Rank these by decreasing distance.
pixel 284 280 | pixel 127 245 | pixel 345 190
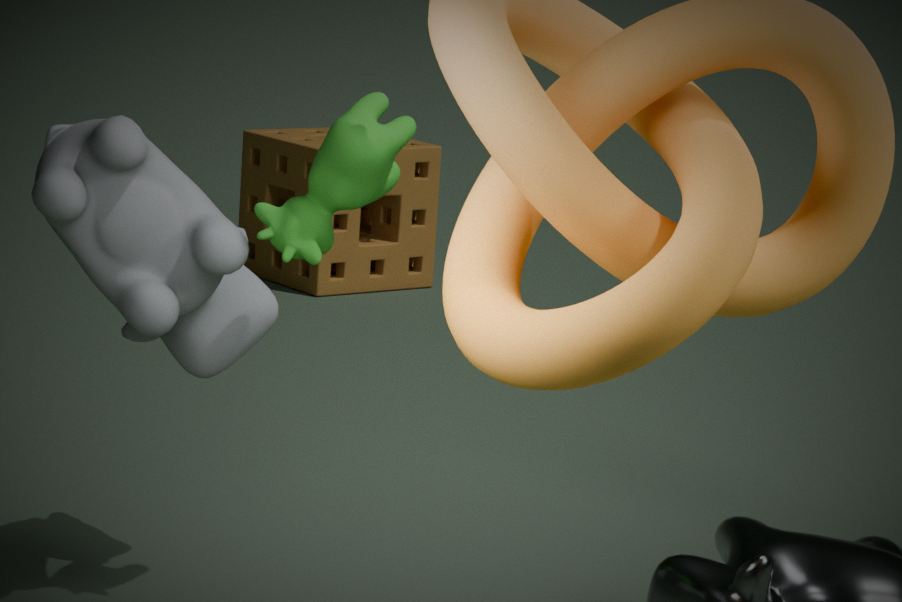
1. pixel 284 280
2. pixel 127 245
3. pixel 345 190
